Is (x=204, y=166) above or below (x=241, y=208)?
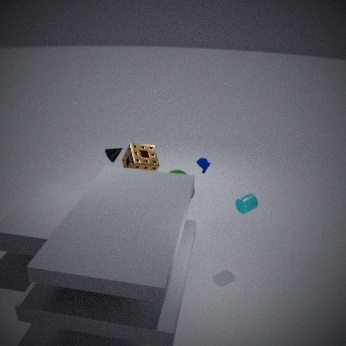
above
